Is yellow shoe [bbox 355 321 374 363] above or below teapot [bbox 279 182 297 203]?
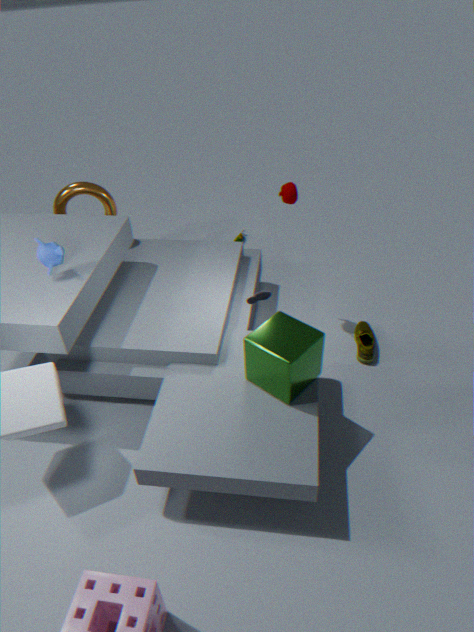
below
